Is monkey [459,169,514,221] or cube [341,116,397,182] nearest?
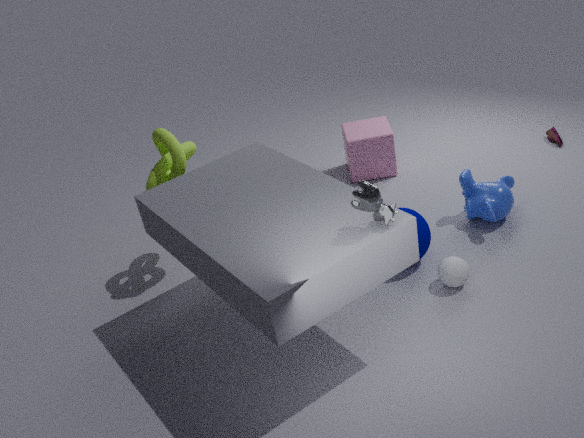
monkey [459,169,514,221]
